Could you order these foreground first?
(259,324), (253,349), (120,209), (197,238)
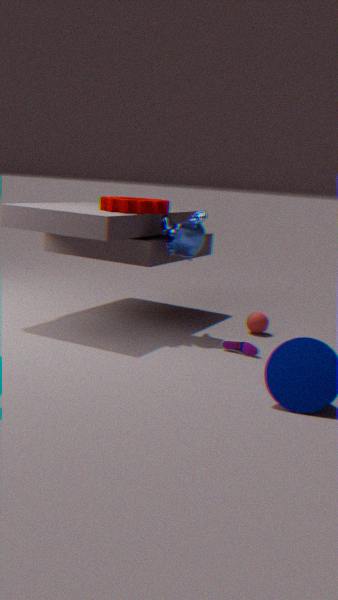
(253,349) < (120,209) < (197,238) < (259,324)
